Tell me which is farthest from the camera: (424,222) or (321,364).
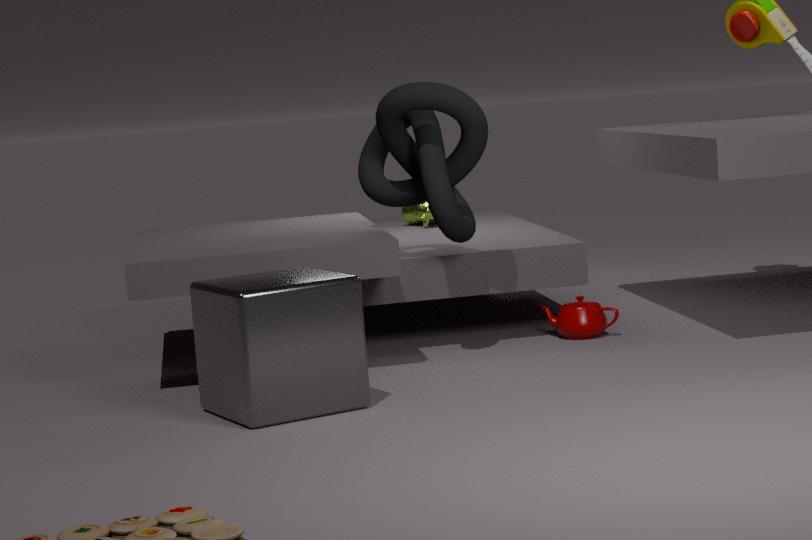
(424,222)
